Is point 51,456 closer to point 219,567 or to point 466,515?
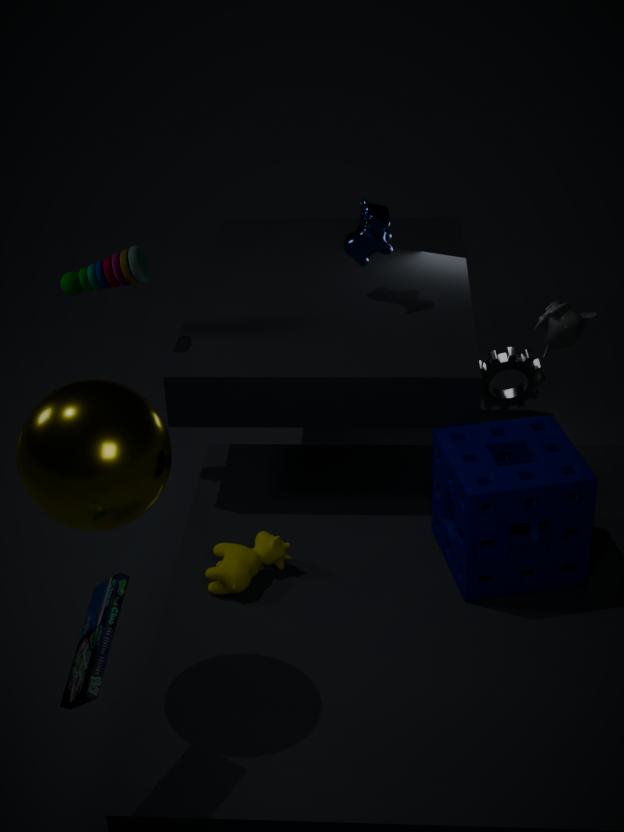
point 219,567
